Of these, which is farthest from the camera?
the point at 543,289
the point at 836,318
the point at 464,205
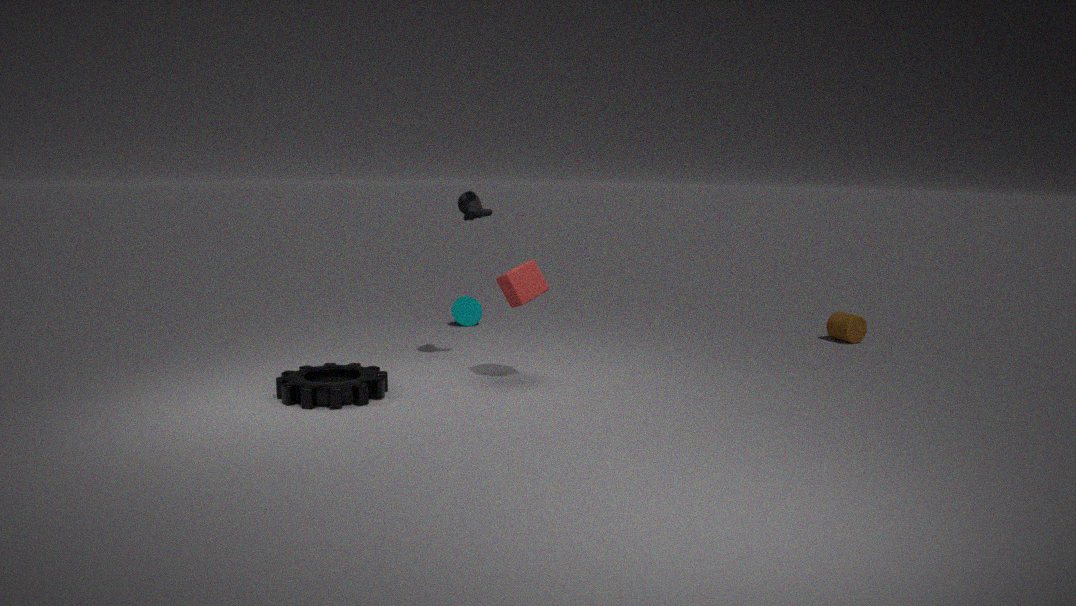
the point at 836,318
